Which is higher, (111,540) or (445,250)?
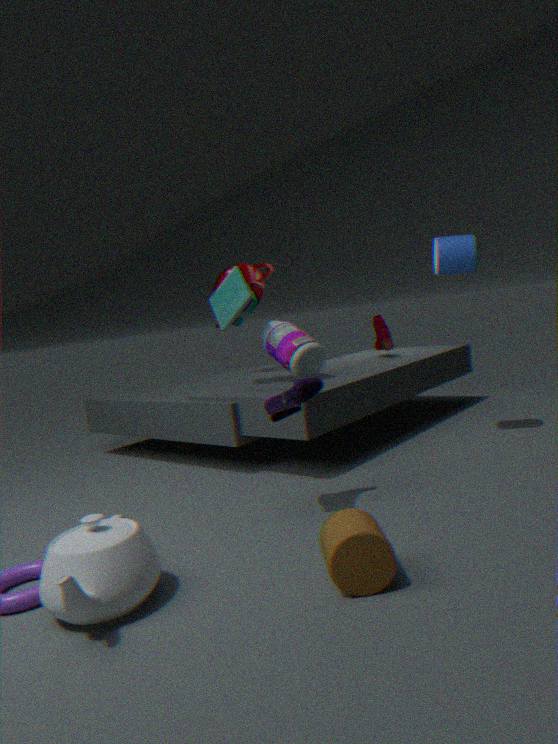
(445,250)
